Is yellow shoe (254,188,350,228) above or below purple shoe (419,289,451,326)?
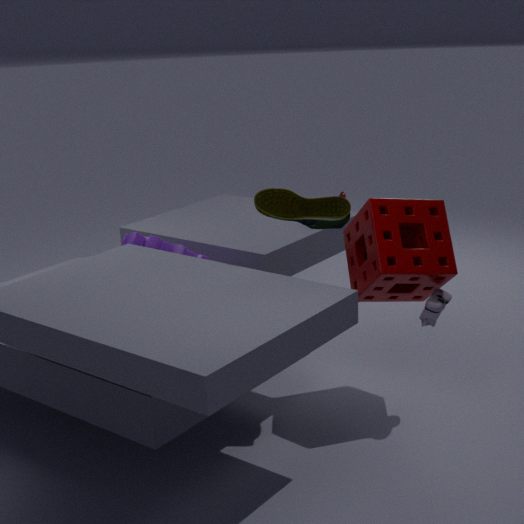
above
